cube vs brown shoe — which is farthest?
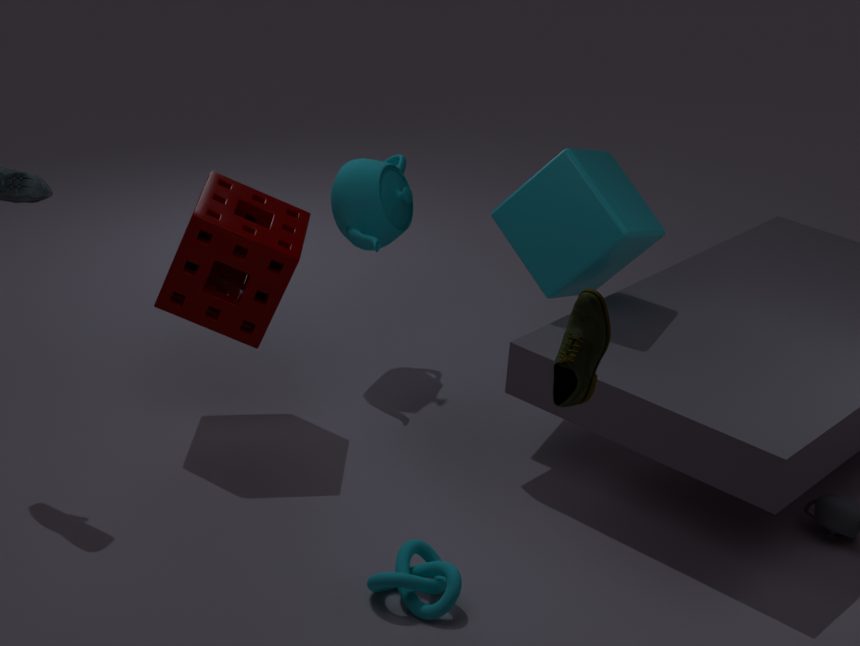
cube
